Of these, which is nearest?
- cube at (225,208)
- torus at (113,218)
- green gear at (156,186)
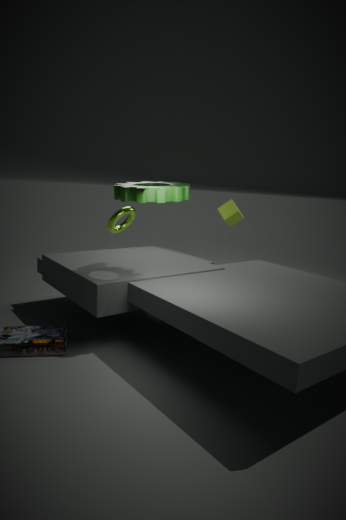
green gear at (156,186)
